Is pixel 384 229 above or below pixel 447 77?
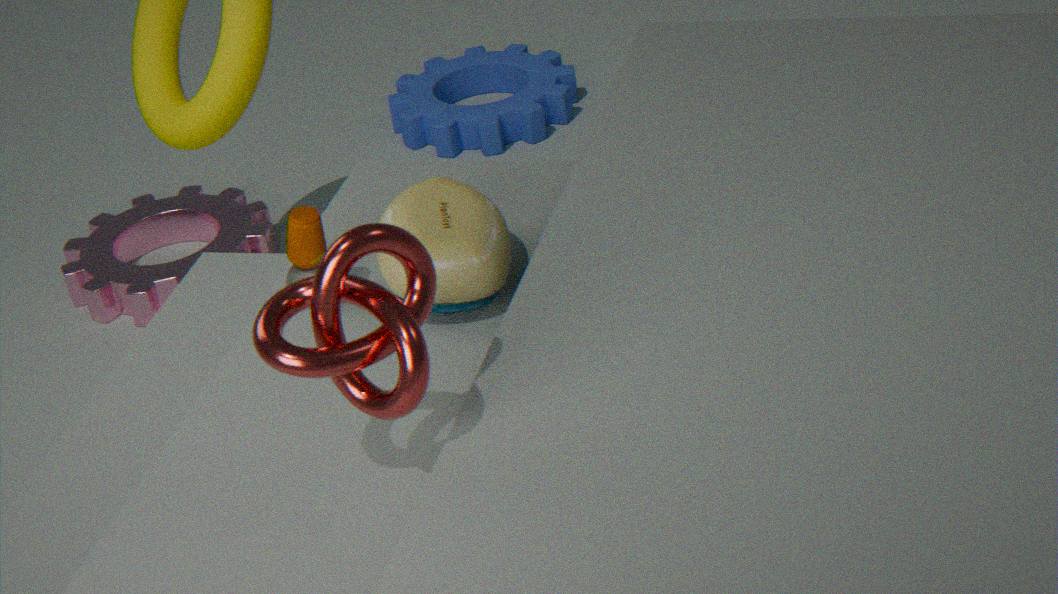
above
